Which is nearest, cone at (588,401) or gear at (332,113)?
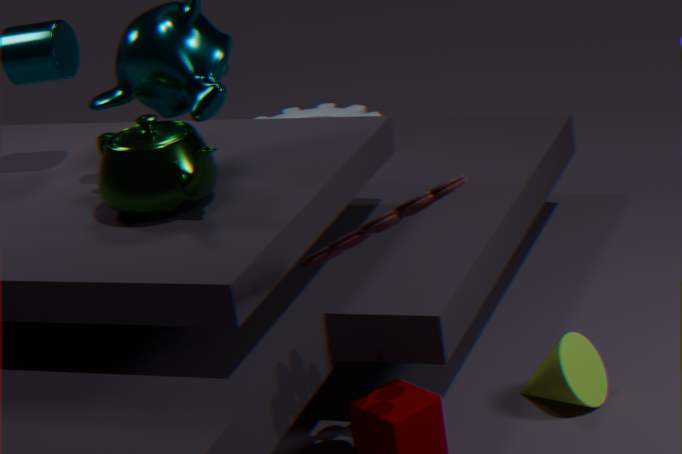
cone at (588,401)
